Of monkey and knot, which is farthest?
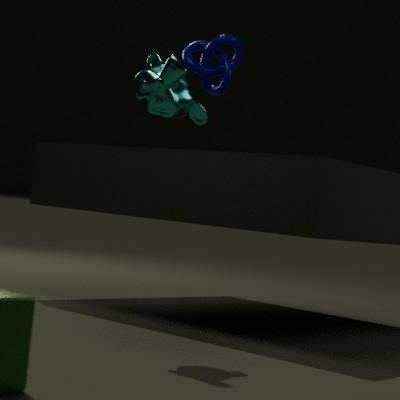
knot
